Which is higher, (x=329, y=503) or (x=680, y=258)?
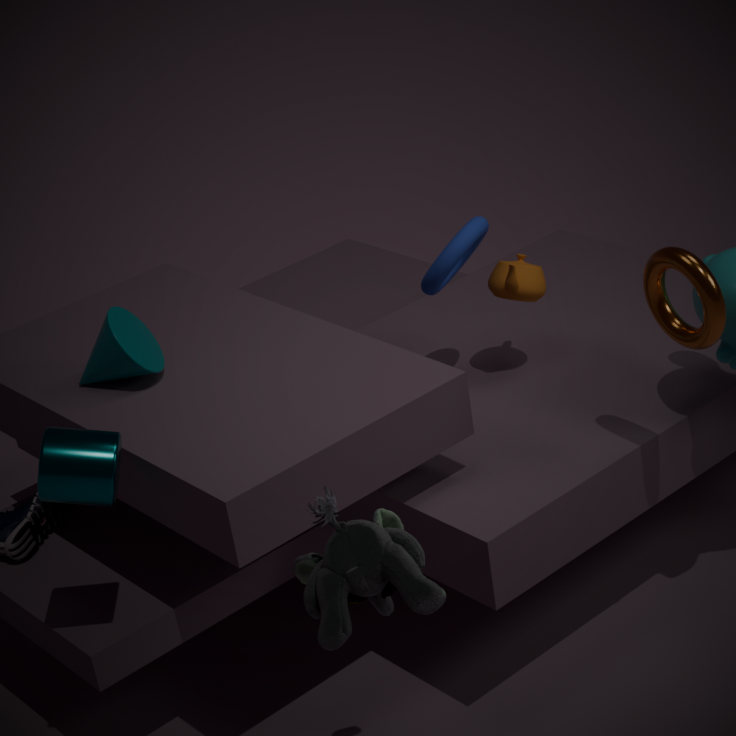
(x=680, y=258)
